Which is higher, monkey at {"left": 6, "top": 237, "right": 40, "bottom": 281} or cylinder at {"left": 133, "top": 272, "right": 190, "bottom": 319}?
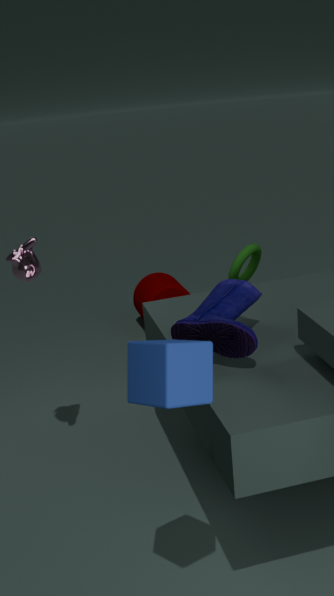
monkey at {"left": 6, "top": 237, "right": 40, "bottom": 281}
